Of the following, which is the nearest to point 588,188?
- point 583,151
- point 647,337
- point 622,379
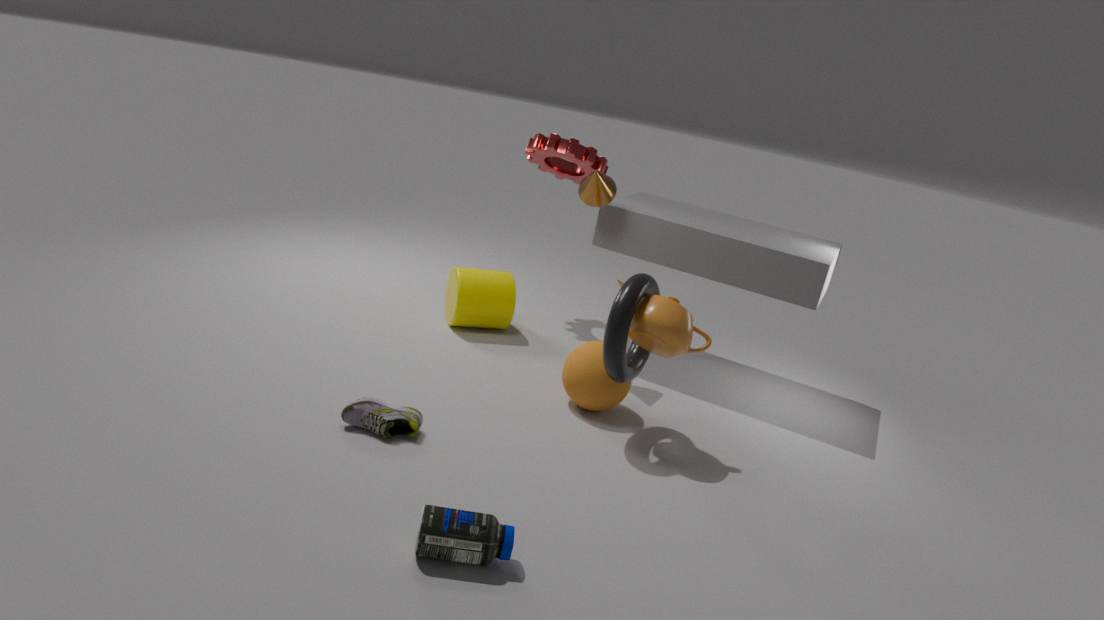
point 583,151
